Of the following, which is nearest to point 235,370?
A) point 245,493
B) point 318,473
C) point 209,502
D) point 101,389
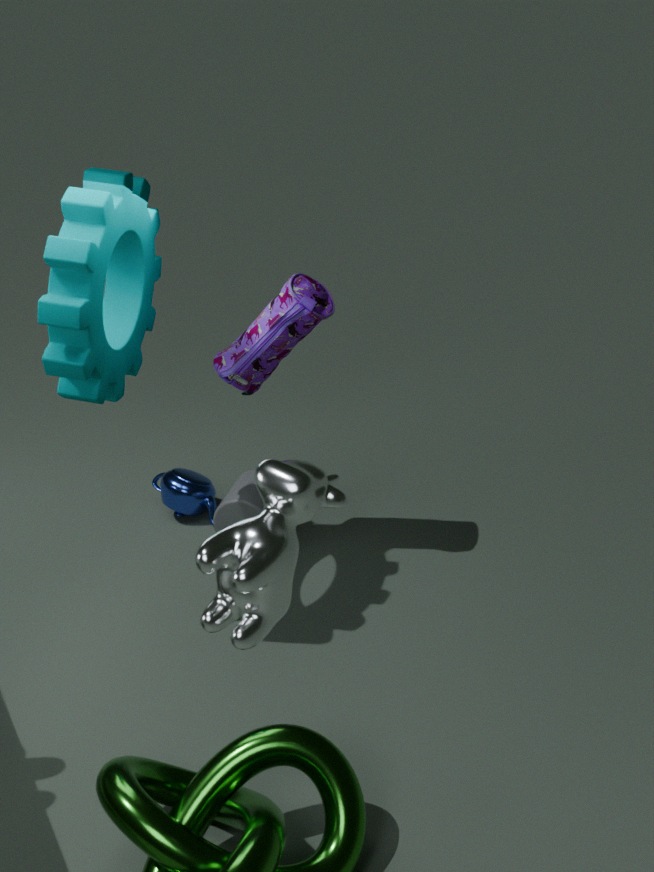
point 101,389
